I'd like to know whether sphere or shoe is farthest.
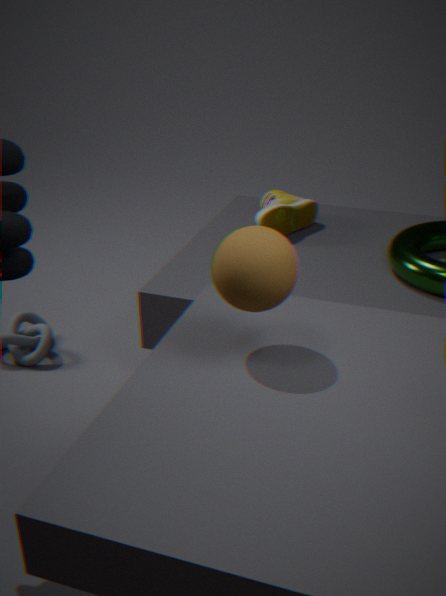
shoe
